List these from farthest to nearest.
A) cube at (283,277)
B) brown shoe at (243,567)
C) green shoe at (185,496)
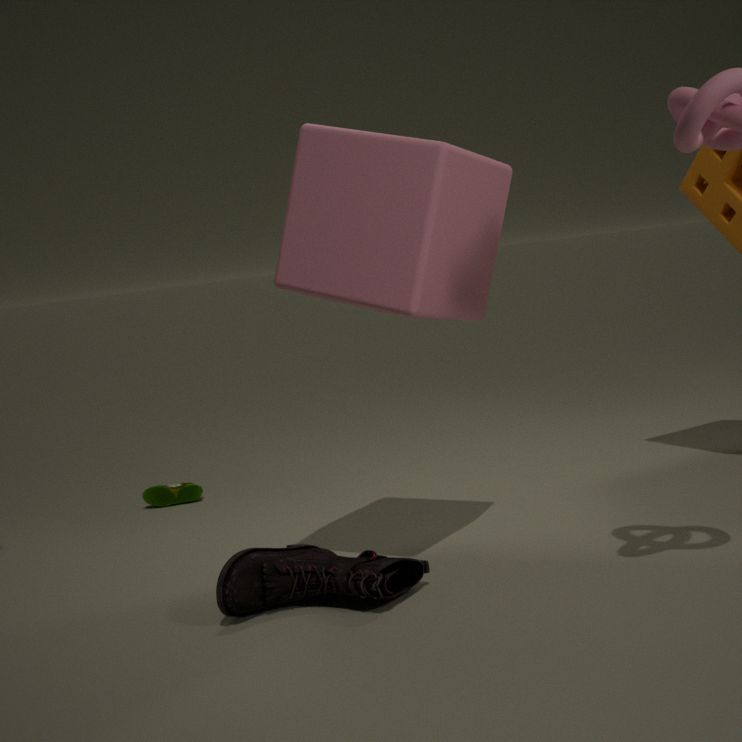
1. green shoe at (185,496)
2. cube at (283,277)
3. brown shoe at (243,567)
